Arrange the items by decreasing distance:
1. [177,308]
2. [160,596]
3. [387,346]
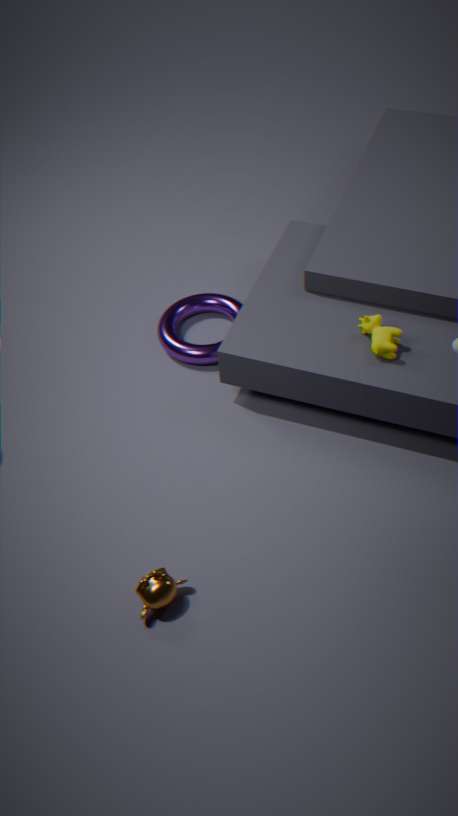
[177,308] → [387,346] → [160,596]
